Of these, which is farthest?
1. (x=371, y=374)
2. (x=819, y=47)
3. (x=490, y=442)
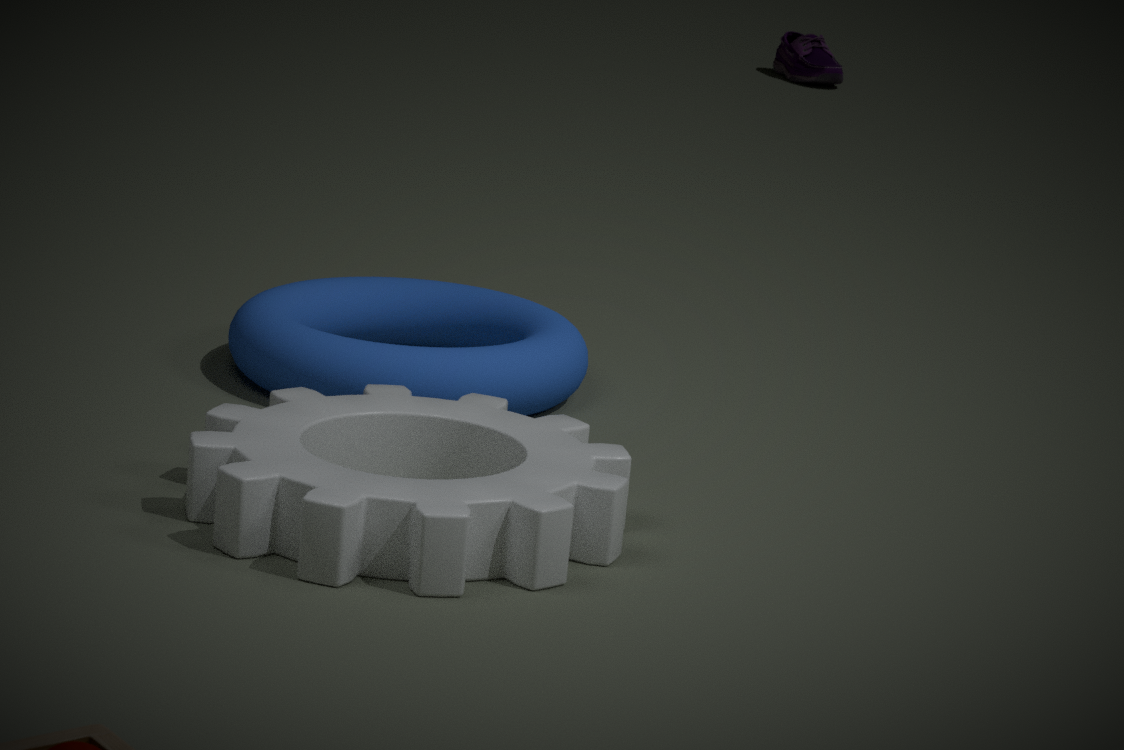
(x=819, y=47)
